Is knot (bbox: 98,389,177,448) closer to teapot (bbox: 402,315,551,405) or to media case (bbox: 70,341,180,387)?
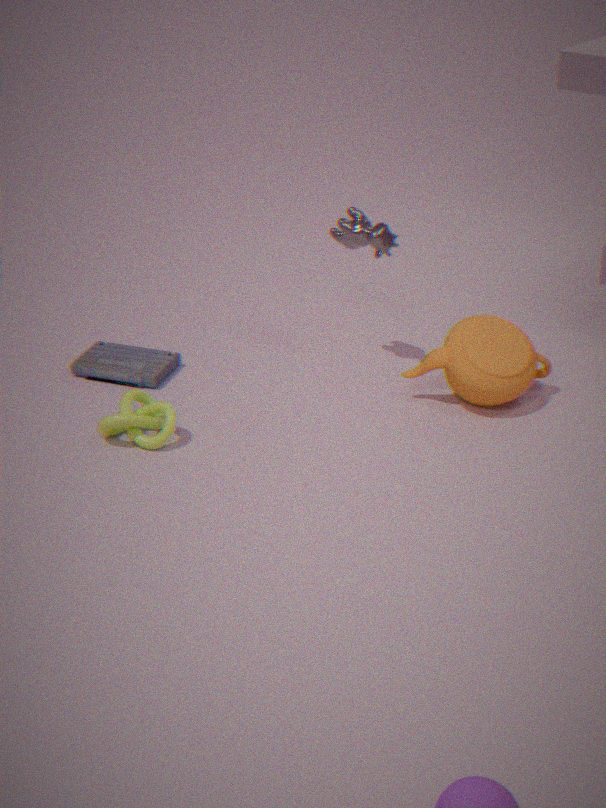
media case (bbox: 70,341,180,387)
